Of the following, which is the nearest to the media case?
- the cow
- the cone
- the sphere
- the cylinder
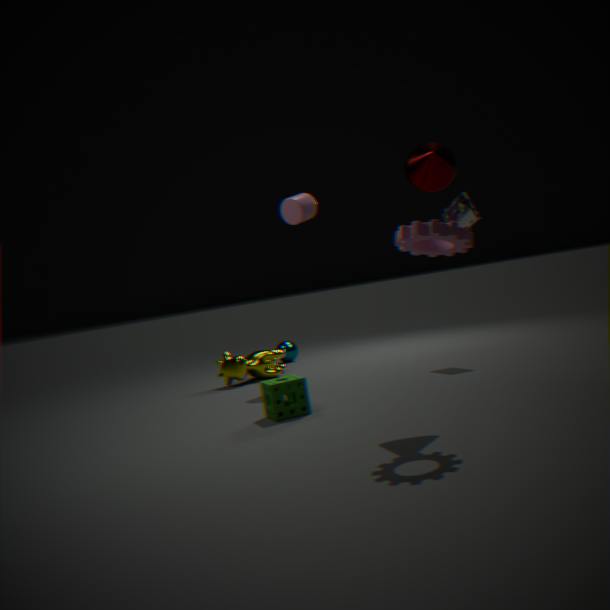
the cylinder
